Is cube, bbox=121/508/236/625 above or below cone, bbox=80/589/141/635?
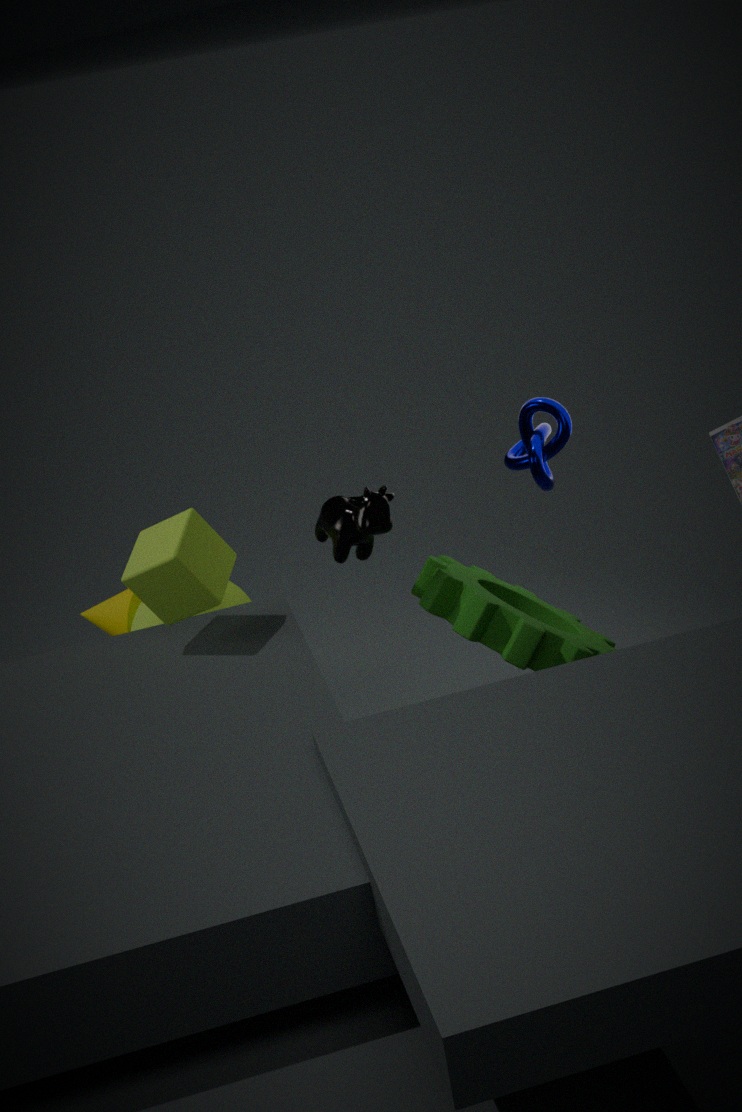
above
